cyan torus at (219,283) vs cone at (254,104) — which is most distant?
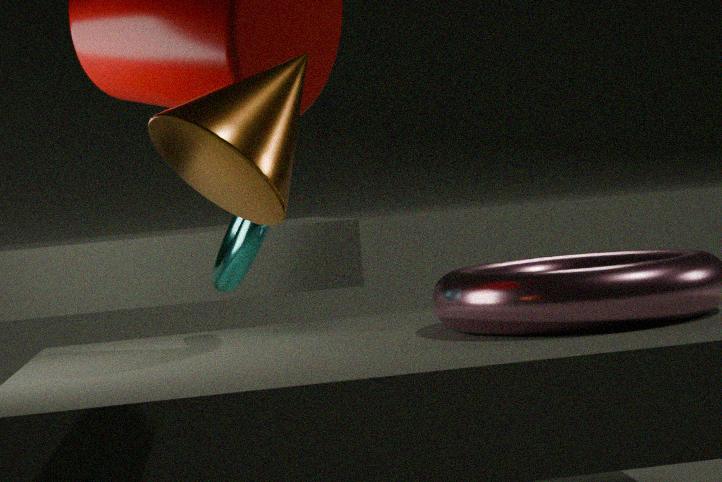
cyan torus at (219,283)
